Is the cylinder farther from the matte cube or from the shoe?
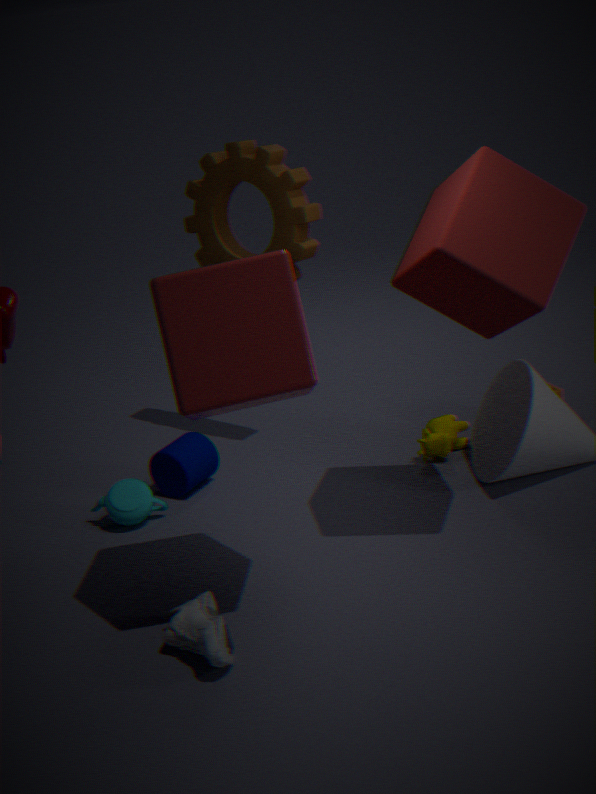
the matte cube
